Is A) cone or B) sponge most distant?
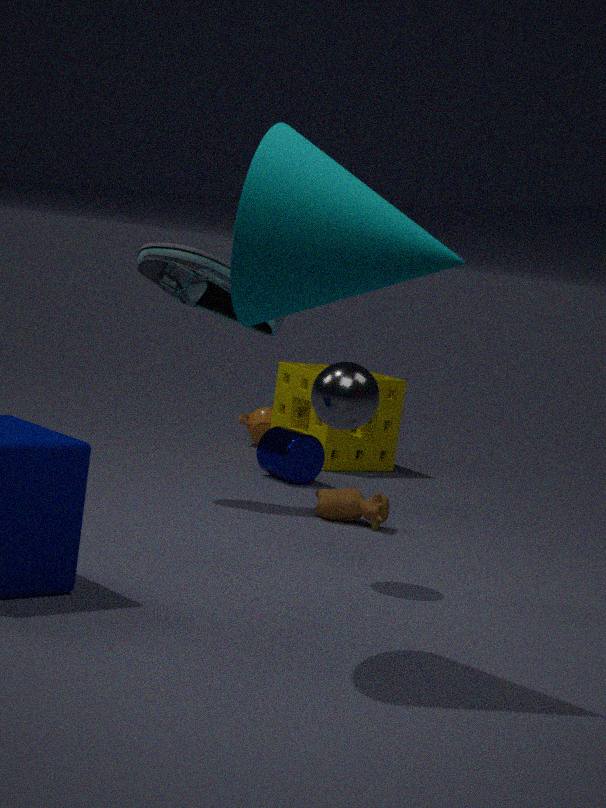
B. sponge
